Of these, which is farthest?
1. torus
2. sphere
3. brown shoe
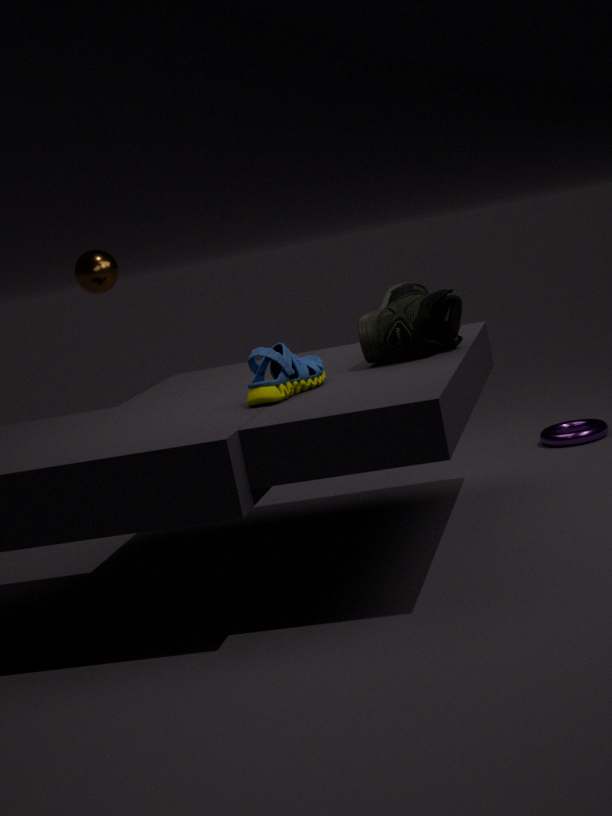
sphere
